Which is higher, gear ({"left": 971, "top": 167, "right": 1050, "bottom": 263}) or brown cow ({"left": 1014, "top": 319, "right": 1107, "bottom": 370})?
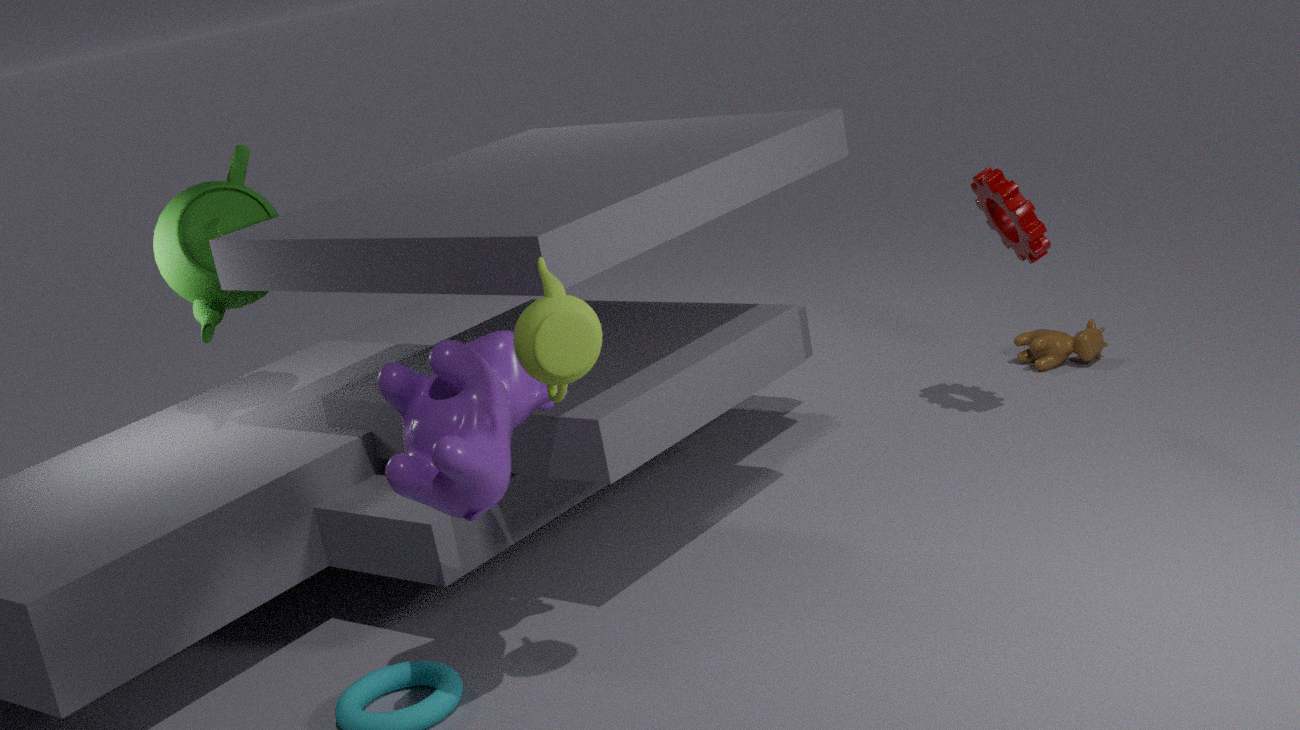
gear ({"left": 971, "top": 167, "right": 1050, "bottom": 263})
